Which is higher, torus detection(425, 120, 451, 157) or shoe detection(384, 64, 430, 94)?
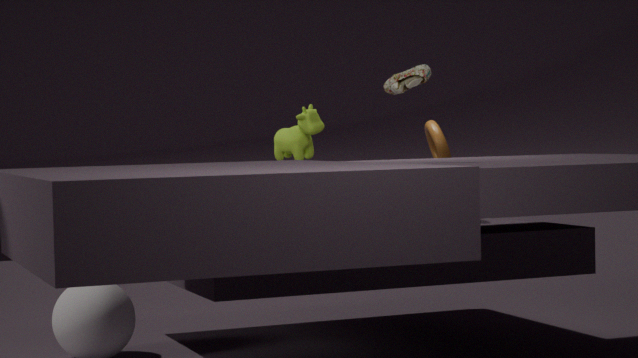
shoe detection(384, 64, 430, 94)
